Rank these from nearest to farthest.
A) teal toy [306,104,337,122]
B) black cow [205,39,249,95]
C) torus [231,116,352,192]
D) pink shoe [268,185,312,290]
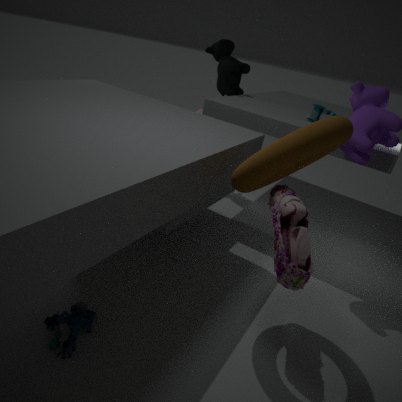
torus [231,116,352,192], pink shoe [268,185,312,290], teal toy [306,104,337,122], black cow [205,39,249,95]
